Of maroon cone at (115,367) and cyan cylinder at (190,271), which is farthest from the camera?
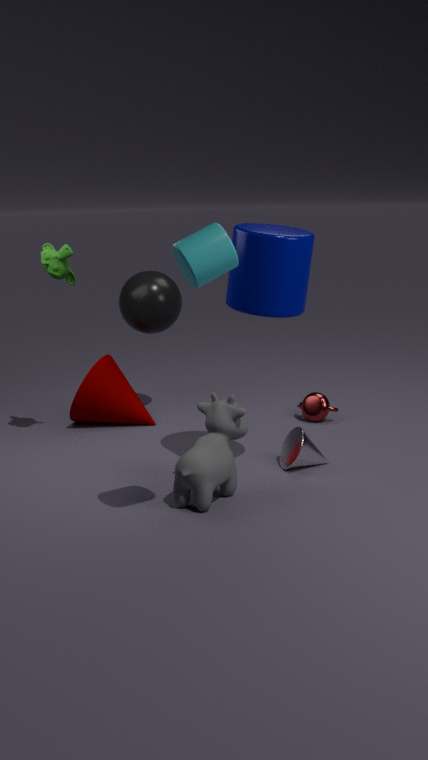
maroon cone at (115,367)
